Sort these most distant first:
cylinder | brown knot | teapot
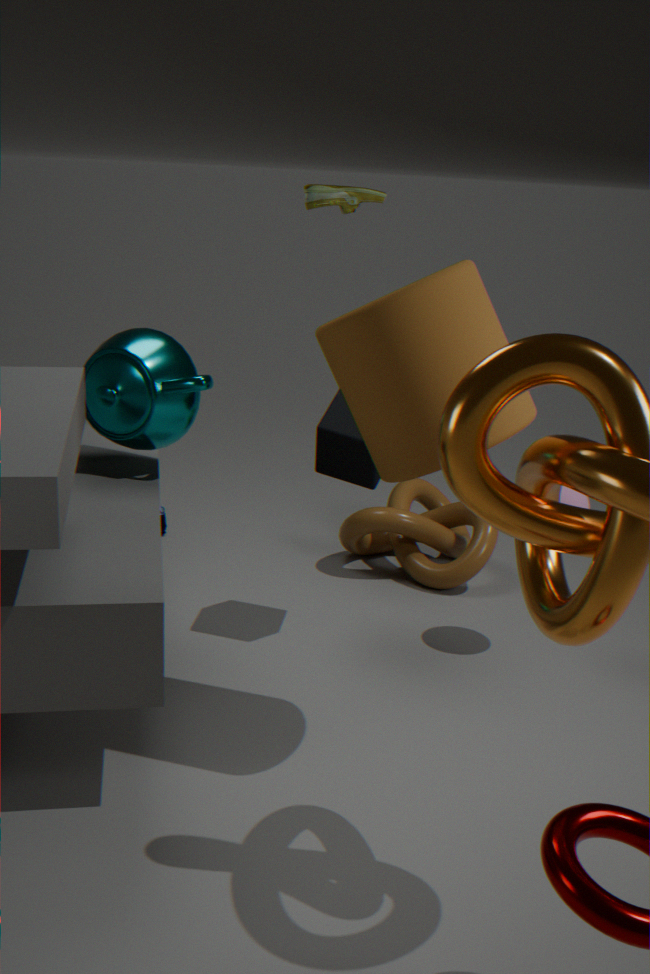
brown knot, teapot, cylinder
